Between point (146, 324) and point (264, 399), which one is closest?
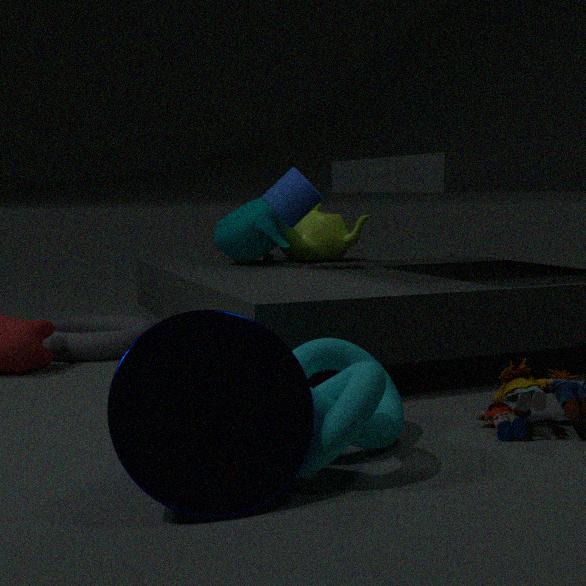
point (264, 399)
